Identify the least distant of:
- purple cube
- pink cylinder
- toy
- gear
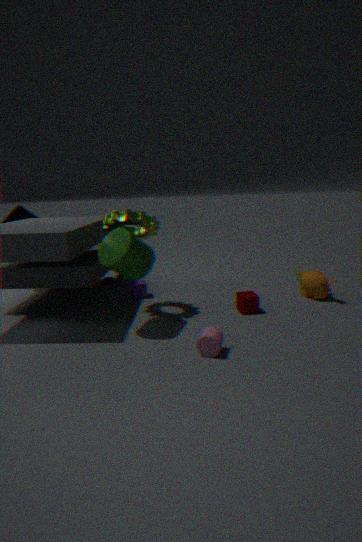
pink cylinder
